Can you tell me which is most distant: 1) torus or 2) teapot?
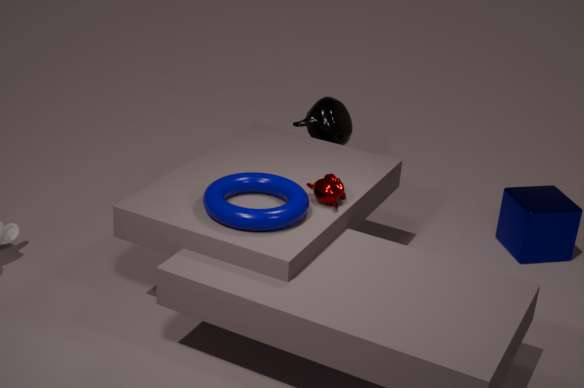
2. teapot
